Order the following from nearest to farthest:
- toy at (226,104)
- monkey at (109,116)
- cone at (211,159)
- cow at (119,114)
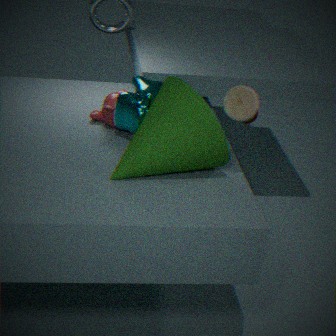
toy at (226,104) < cone at (211,159) < cow at (119,114) < monkey at (109,116)
